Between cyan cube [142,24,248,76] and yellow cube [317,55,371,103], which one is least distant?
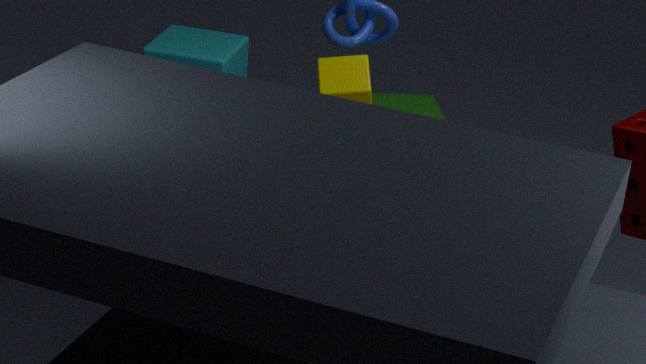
yellow cube [317,55,371,103]
